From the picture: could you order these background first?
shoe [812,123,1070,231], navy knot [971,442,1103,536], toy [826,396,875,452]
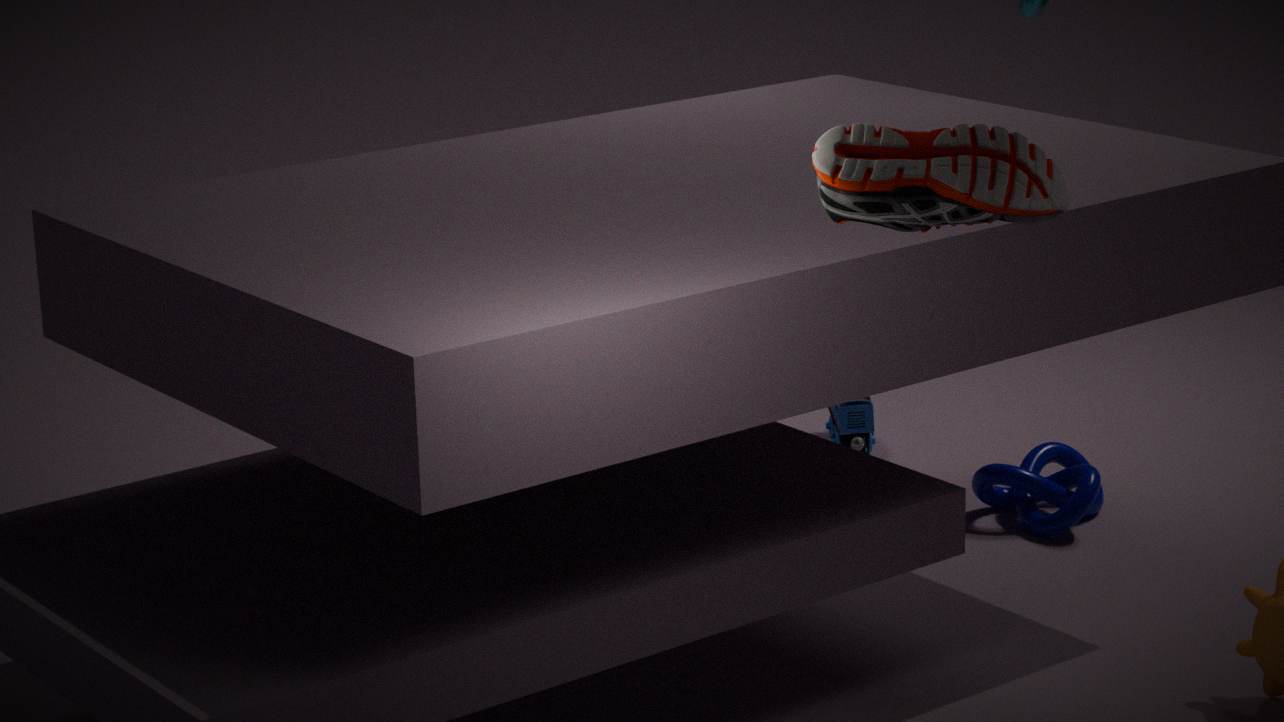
1. toy [826,396,875,452]
2. navy knot [971,442,1103,536]
3. shoe [812,123,1070,231]
